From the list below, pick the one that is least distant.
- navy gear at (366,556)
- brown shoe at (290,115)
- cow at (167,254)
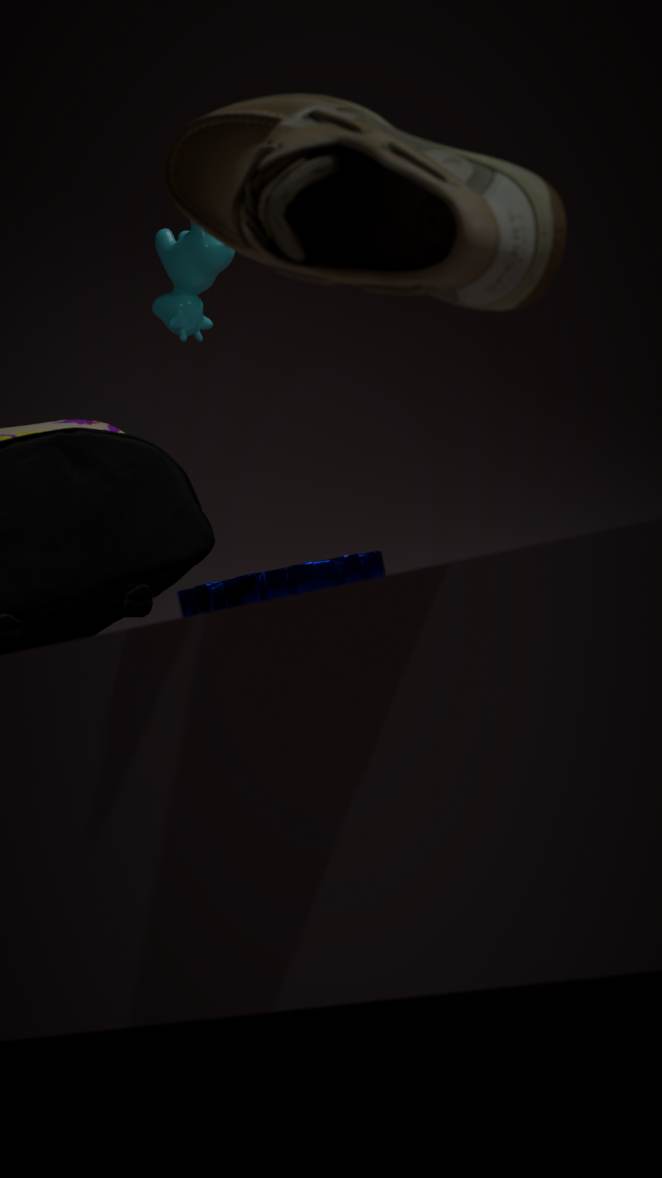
brown shoe at (290,115)
